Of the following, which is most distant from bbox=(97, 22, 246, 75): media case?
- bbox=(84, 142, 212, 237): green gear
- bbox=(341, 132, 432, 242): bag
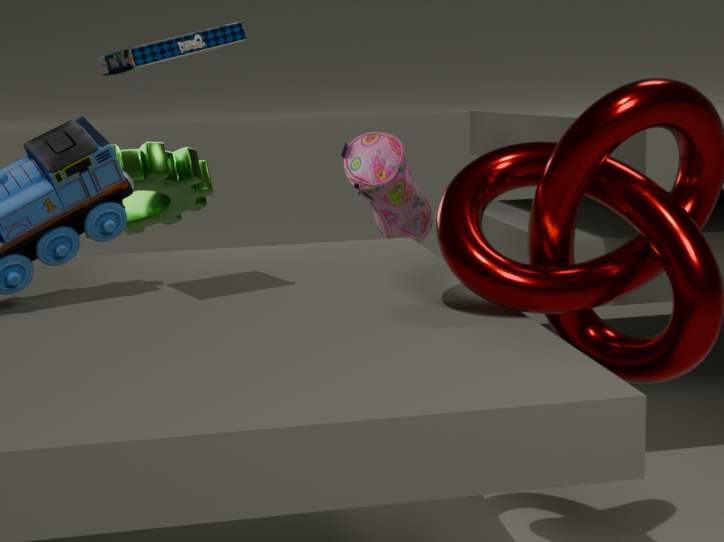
bbox=(341, 132, 432, 242): bag
